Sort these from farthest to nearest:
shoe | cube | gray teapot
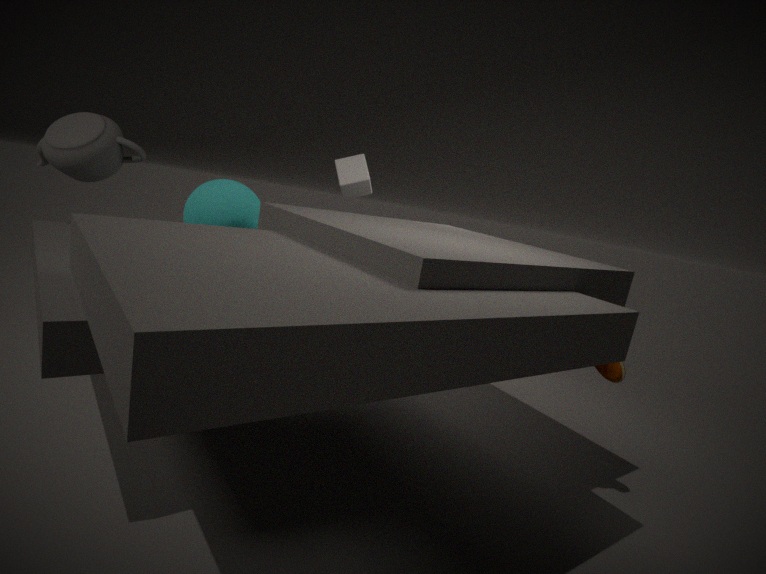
cube, gray teapot, shoe
